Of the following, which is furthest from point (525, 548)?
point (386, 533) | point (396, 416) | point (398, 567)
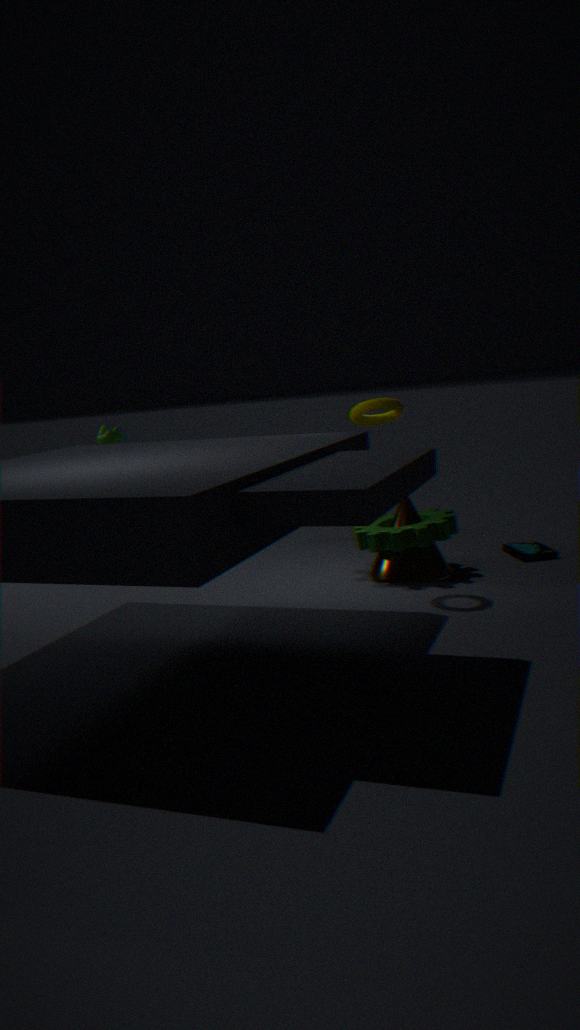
point (396, 416)
